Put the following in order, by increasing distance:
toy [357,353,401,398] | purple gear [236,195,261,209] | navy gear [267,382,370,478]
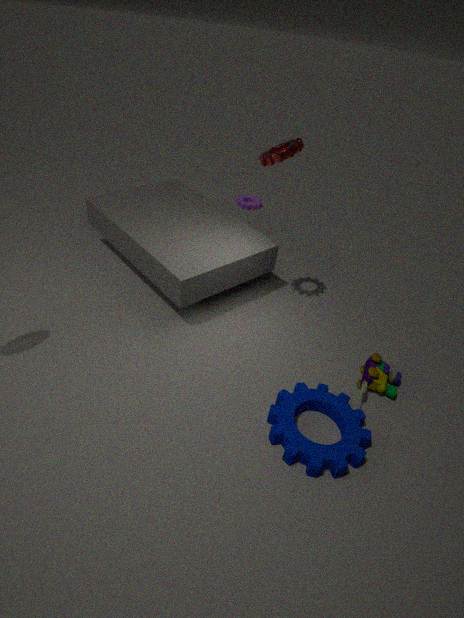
navy gear [267,382,370,478]
toy [357,353,401,398]
purple gear [236,195,261,209]
